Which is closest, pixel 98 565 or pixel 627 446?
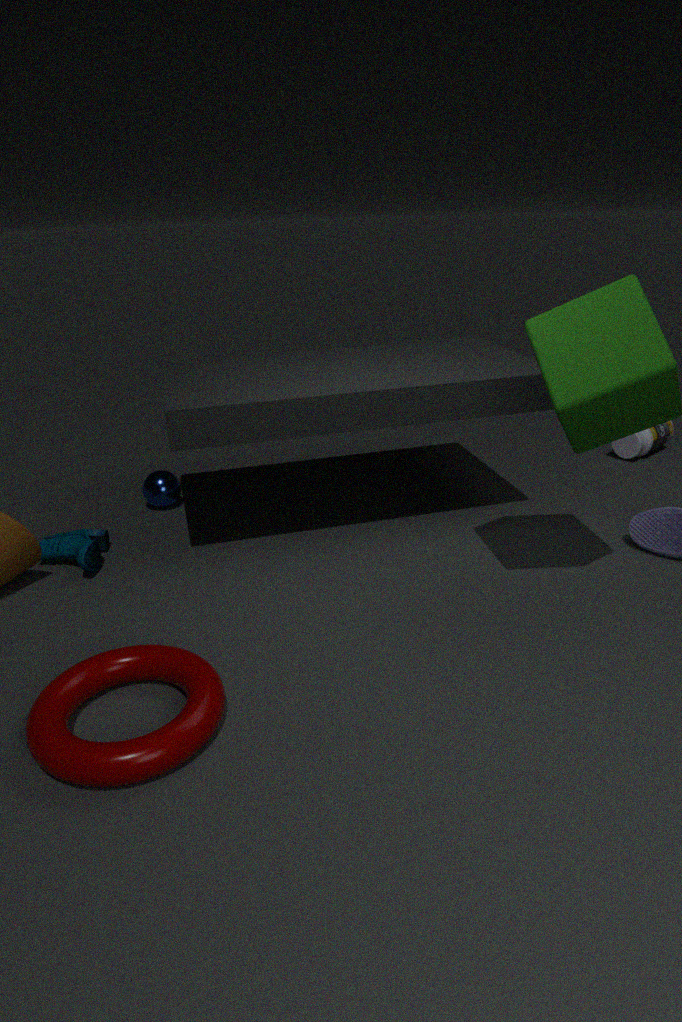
pixel 98 565
